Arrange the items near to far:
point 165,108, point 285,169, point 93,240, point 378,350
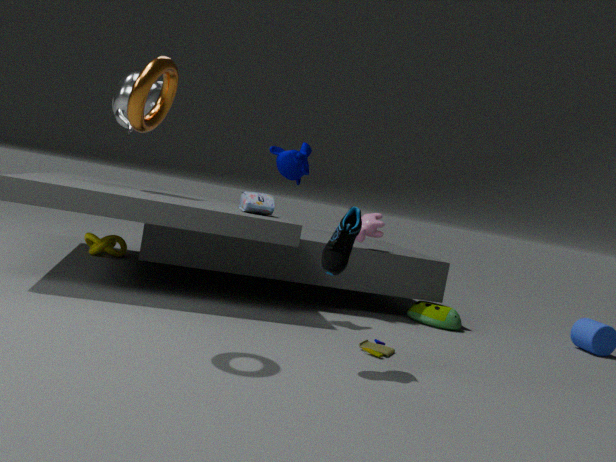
point 165,108
point 378,350
point 285,169
point 93,240
